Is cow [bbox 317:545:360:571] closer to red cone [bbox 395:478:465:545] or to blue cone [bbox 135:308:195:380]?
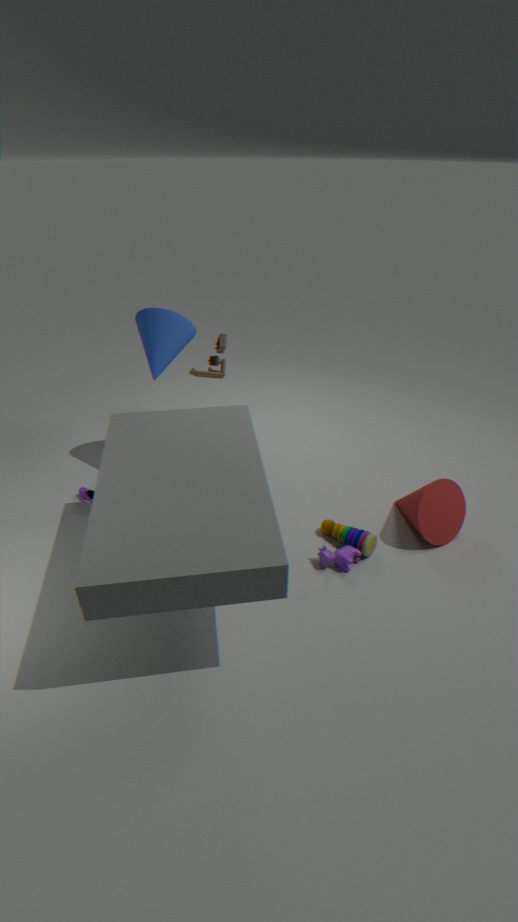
red cone [bbox 395:478:465:545]
